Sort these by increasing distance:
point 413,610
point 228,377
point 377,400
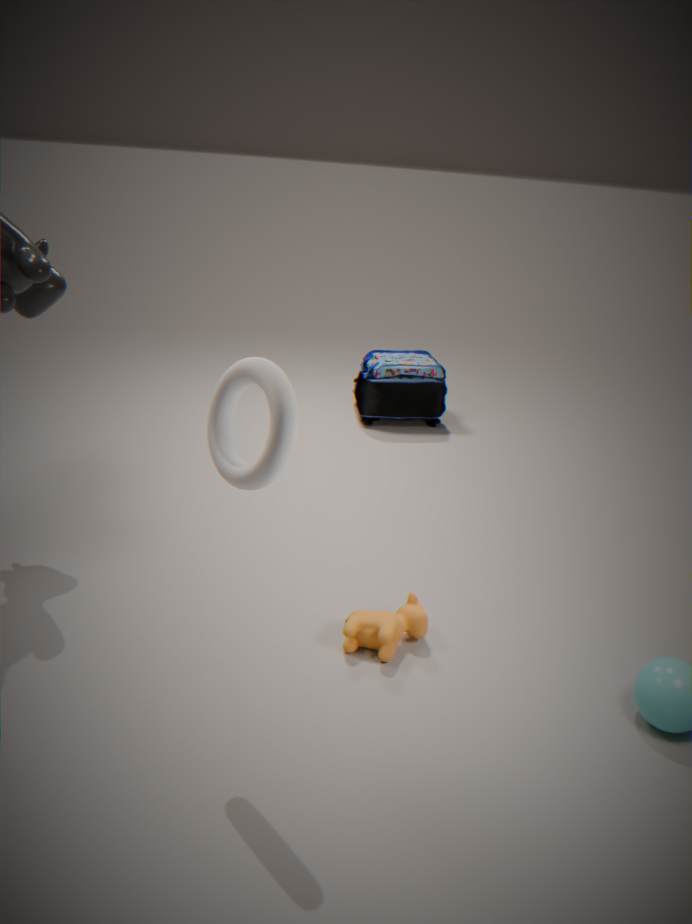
point 228,377 → point 413,610 → point 377,400
